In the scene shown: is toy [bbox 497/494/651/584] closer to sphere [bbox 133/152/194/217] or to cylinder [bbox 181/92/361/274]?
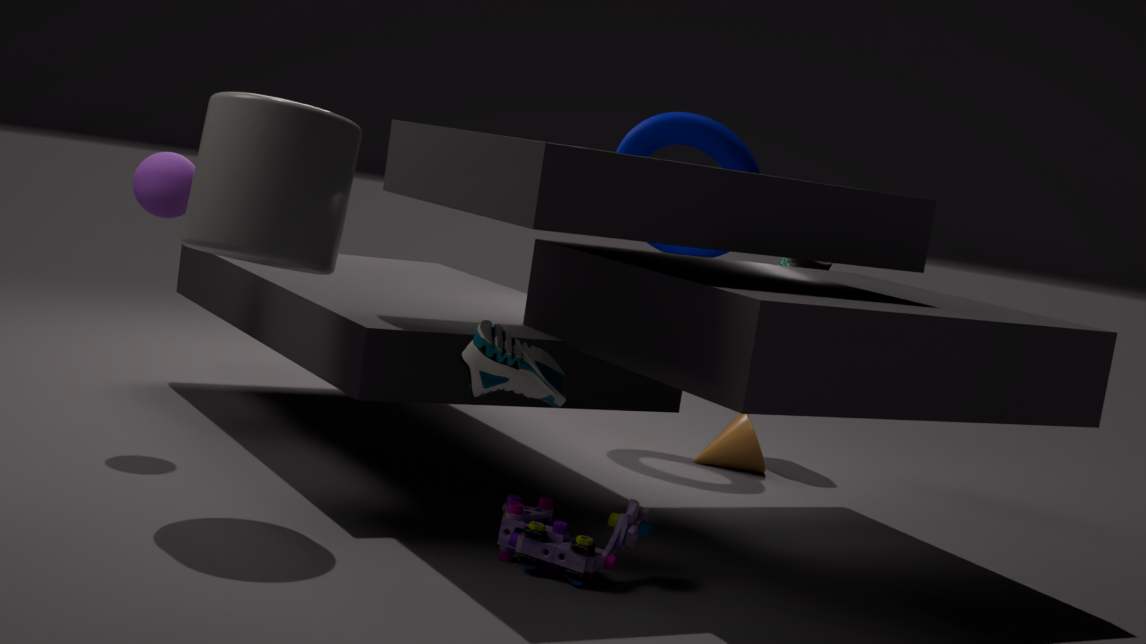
cylinder [bbox 181/92/361/274]
